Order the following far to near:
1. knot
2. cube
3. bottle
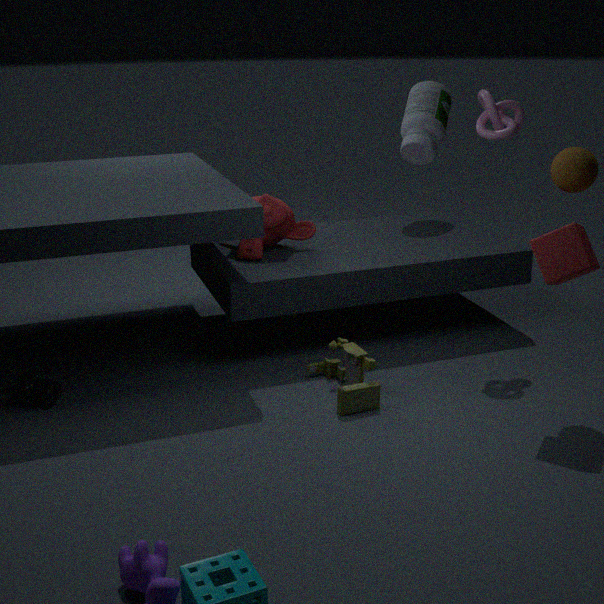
bottle
knot
cube
